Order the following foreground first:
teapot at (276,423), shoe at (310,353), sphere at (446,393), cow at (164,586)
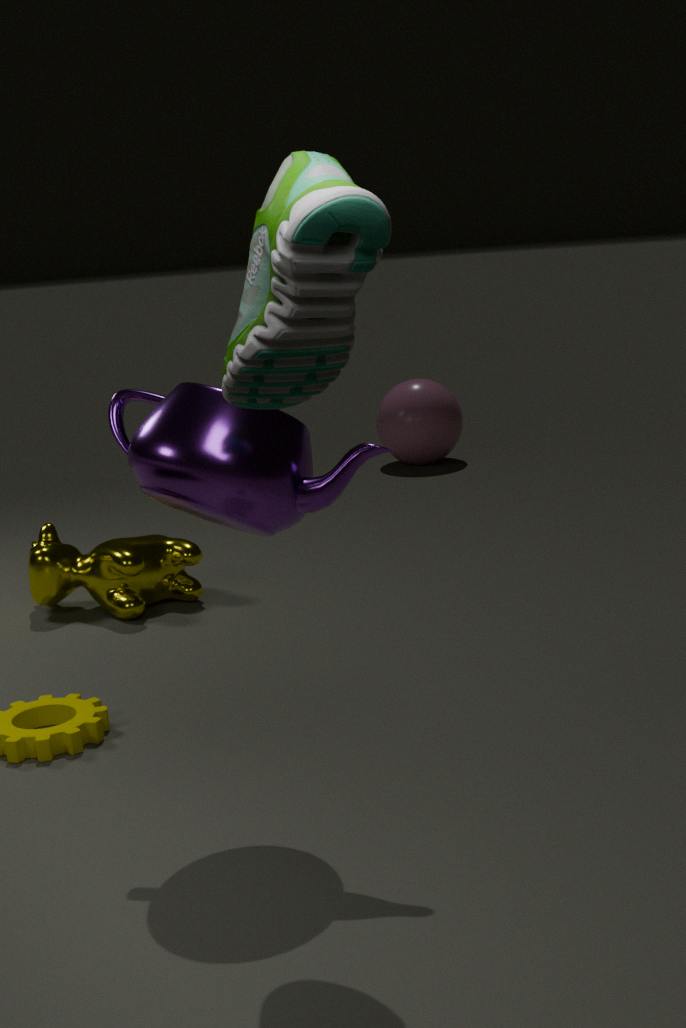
1. shoe at (310,353)
2. teapot at (276,423)
3. cow at (164,586)
4. sphere at (446,393)
